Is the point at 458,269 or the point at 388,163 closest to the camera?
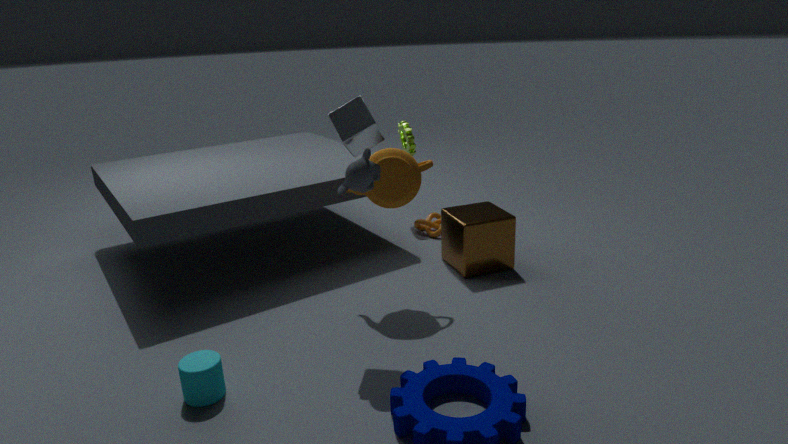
the point at 388,163
